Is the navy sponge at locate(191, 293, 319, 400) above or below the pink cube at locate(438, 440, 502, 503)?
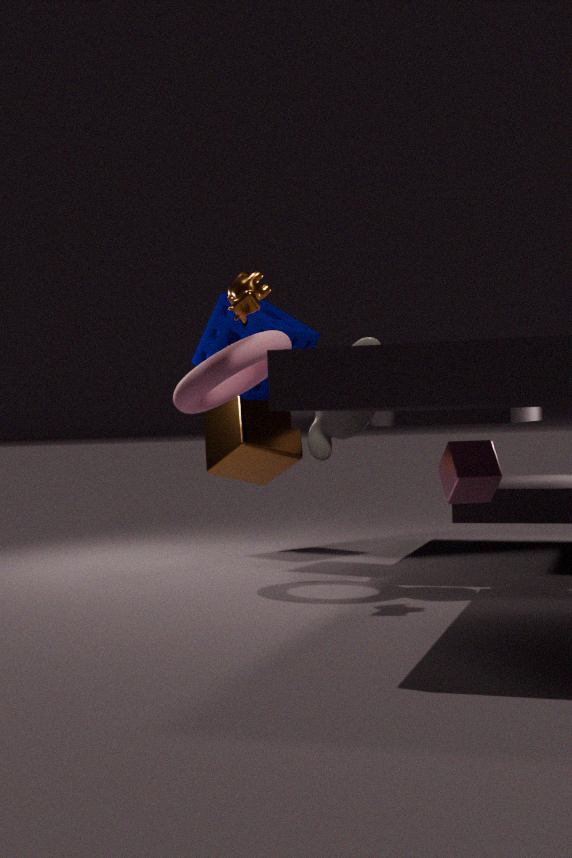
above
